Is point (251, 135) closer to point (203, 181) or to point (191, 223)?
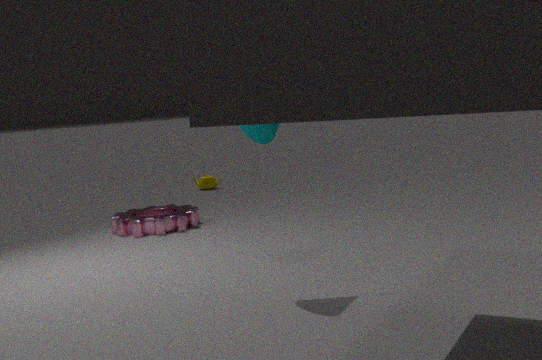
point (191, 223)
